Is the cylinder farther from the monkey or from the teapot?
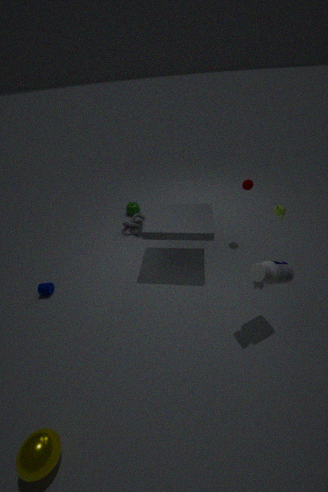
the monkey
